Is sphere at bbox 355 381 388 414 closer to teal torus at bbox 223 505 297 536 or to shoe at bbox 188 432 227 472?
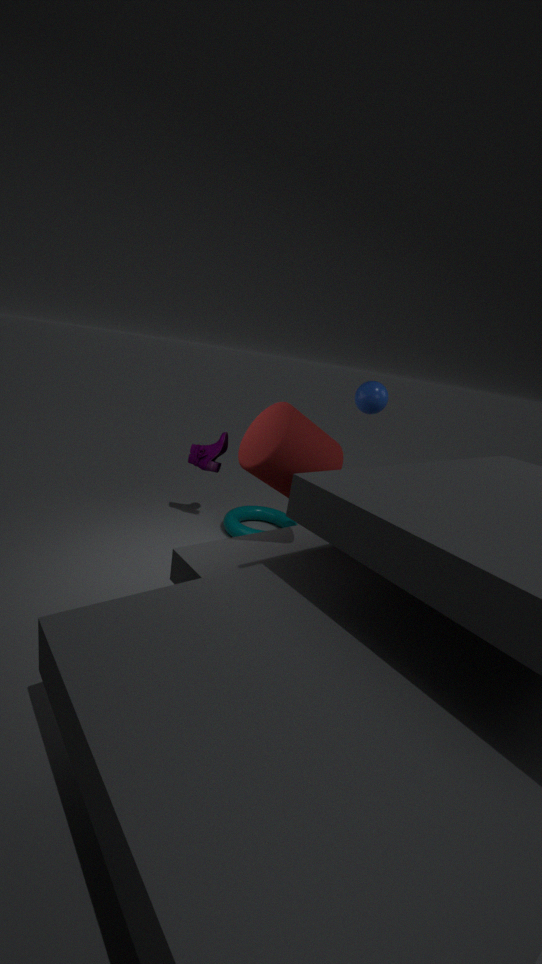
shoe at bbox 188 432 227 472
